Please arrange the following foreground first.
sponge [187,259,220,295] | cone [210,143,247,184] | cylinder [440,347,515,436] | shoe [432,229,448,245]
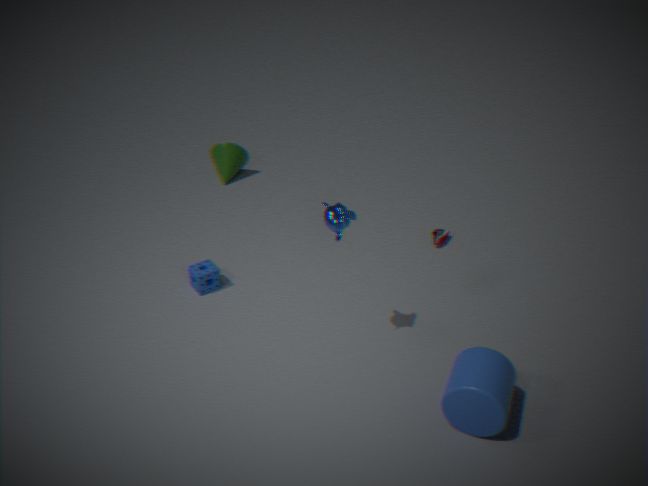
cylinder [440,347,515,436] → sponge [187,259,220,295] → shoe [432,229,448,245] → cone [210,143,247,184]
